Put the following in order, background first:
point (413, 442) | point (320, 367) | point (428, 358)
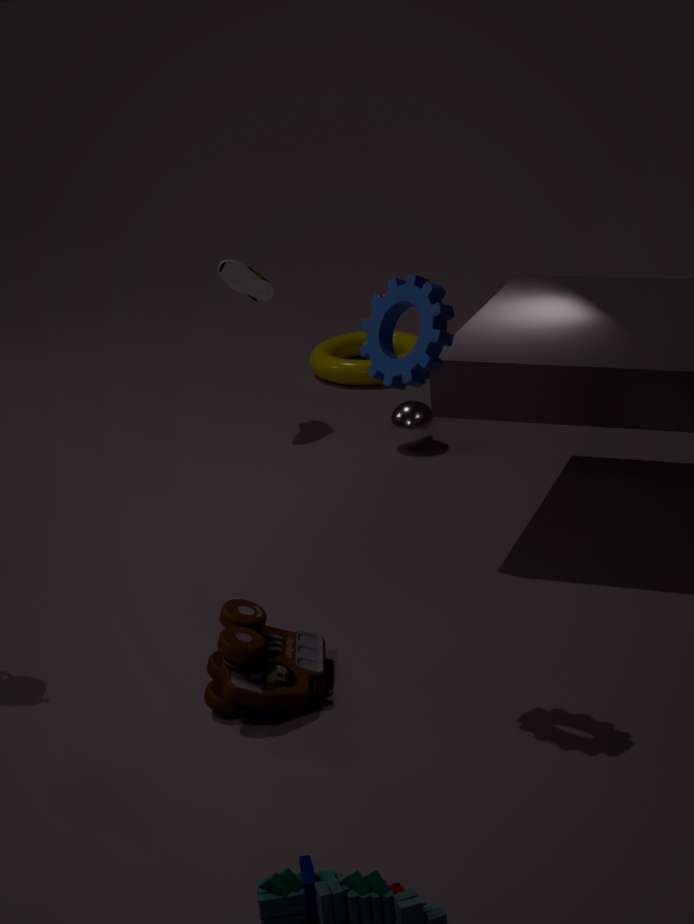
point (320, 367) → point (413, 442) → point (428, 358)
